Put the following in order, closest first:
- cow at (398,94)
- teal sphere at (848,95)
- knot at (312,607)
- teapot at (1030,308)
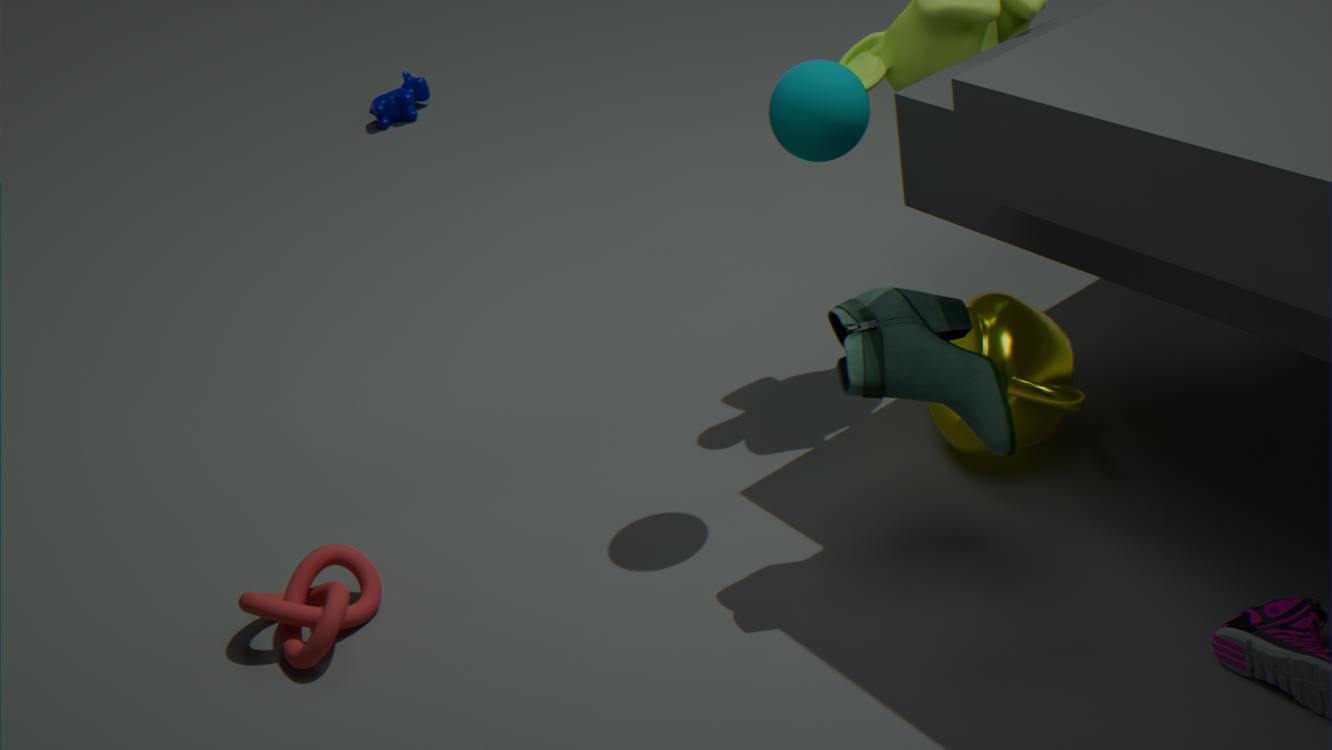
teal sphere at (848,95) < knot at (312,607) < teapot at (1030,308) < cow at (398,94)
